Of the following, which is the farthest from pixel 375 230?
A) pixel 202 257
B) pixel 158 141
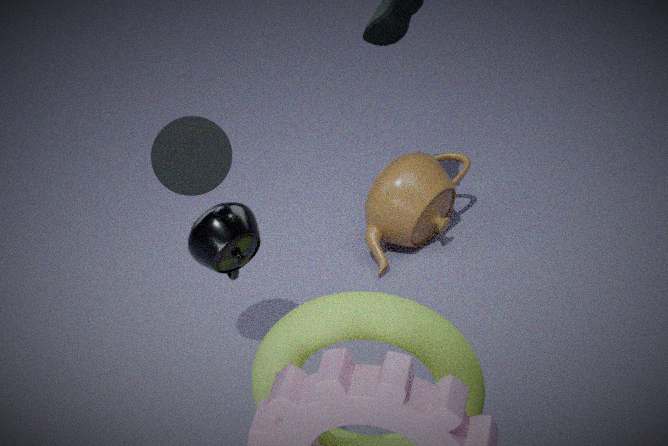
pixel 202 257
